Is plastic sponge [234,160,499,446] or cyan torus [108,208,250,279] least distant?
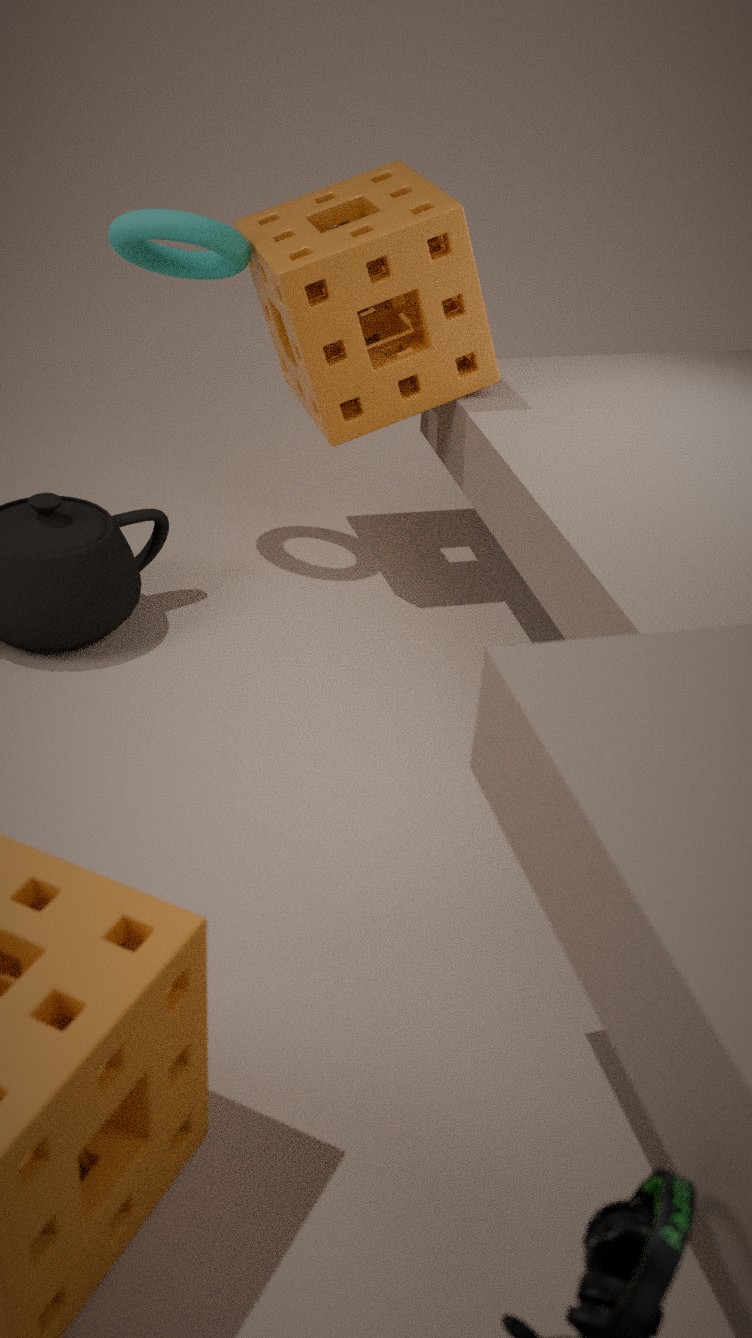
plastic sponge [234,160,499,446]
